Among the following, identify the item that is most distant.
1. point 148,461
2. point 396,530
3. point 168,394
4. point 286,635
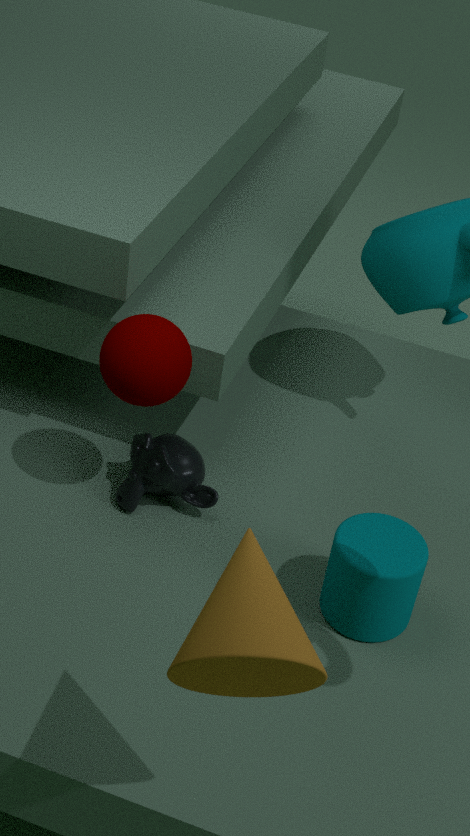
point 148,461
